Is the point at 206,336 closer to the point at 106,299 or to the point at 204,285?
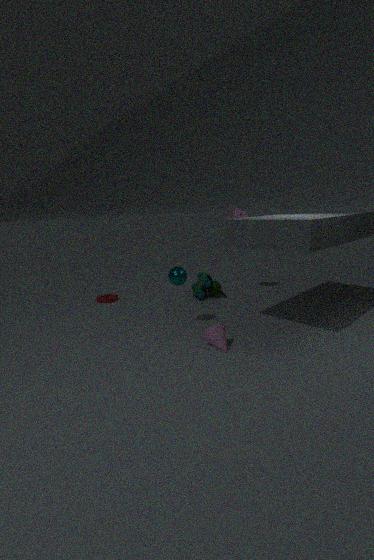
the point at 204,285
